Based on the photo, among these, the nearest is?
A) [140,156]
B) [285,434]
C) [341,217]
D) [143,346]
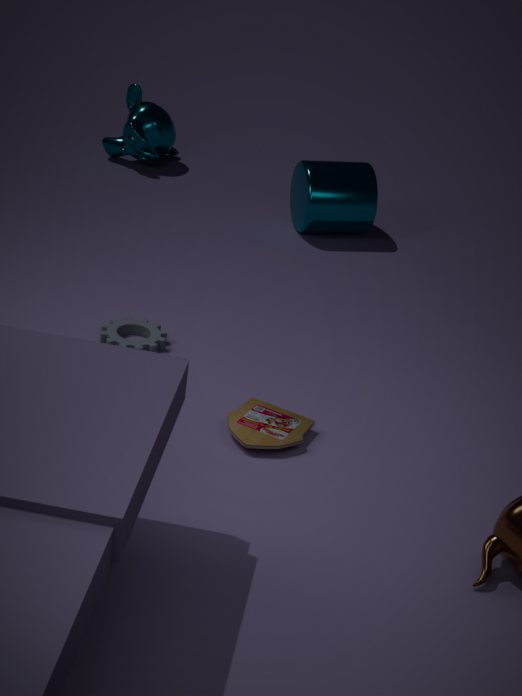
[285,434]
